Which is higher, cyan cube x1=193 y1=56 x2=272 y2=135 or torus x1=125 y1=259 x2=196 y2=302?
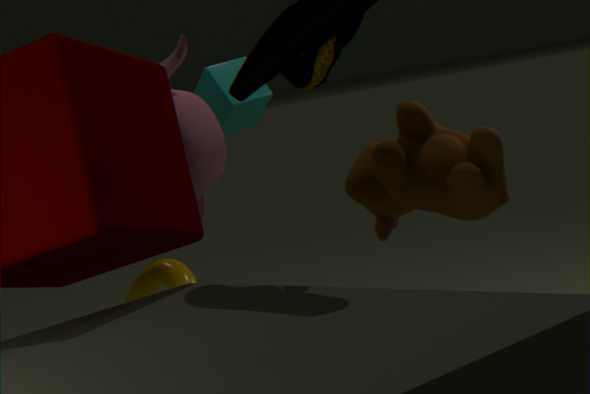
cyan cube x1=193 y1=56 x2=272 y2=135
